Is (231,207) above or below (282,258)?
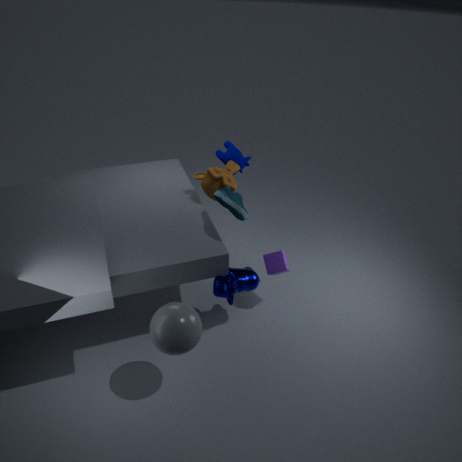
above
